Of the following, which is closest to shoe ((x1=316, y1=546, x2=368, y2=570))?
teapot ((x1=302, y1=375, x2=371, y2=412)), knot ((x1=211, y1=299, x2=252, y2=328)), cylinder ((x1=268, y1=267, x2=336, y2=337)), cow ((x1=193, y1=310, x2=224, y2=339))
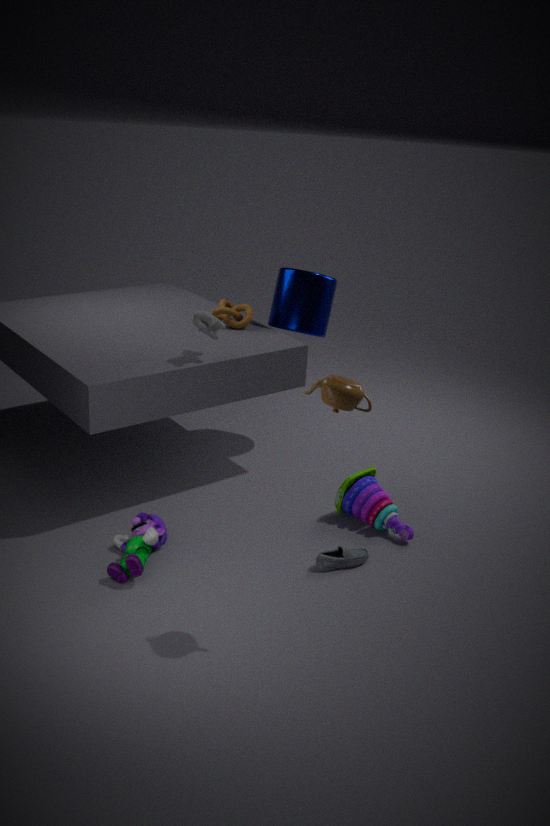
teapot ((x1=302, y1=375, x2=371, y2=412))
